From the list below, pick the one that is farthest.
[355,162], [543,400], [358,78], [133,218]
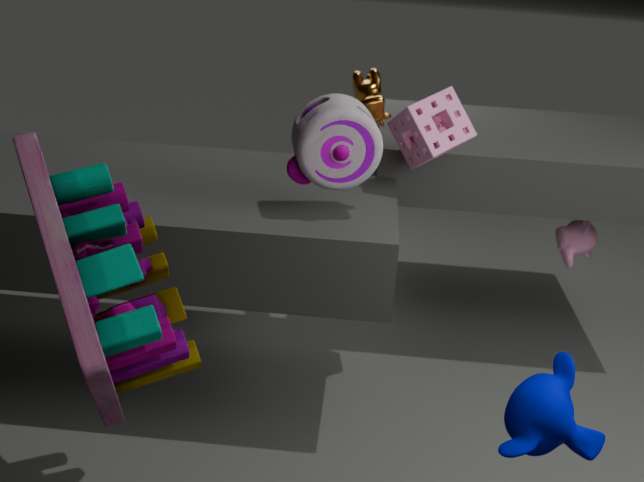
[358,78]
